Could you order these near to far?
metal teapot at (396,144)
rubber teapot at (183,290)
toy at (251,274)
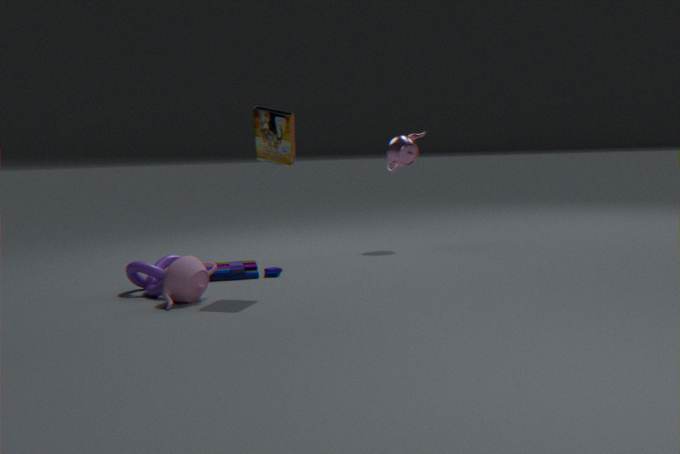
rubber teapot at (183,290)
toy at (251,274)
metal teapot at (396,144)
